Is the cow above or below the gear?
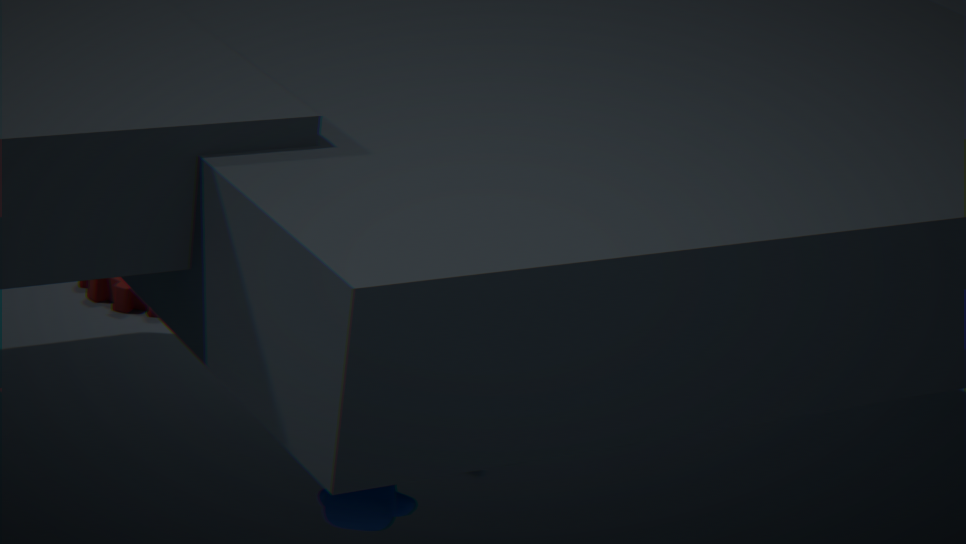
above
